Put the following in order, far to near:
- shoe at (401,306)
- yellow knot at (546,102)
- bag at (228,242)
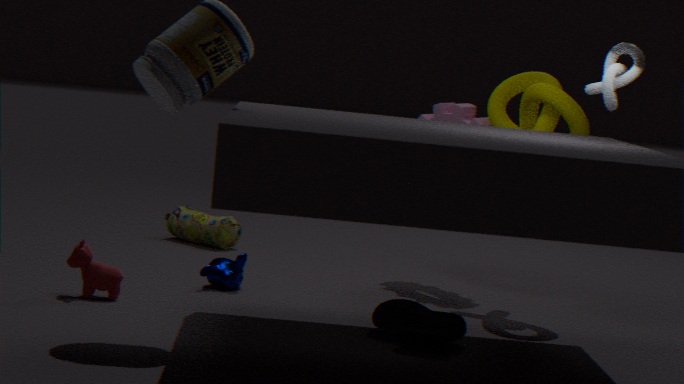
bag at (228,242)
yellow knot at (546,102)
shoe at (401,306)
